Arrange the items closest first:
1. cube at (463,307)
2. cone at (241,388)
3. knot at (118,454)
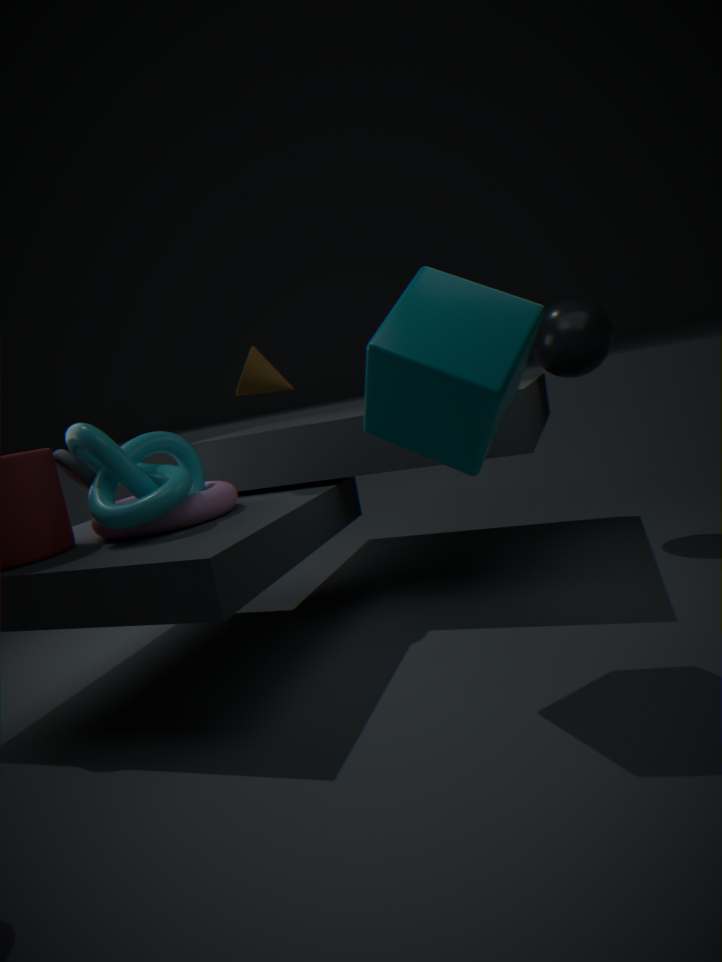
cube at (463,307)
knot at (118,454)
cone at (241,388)
